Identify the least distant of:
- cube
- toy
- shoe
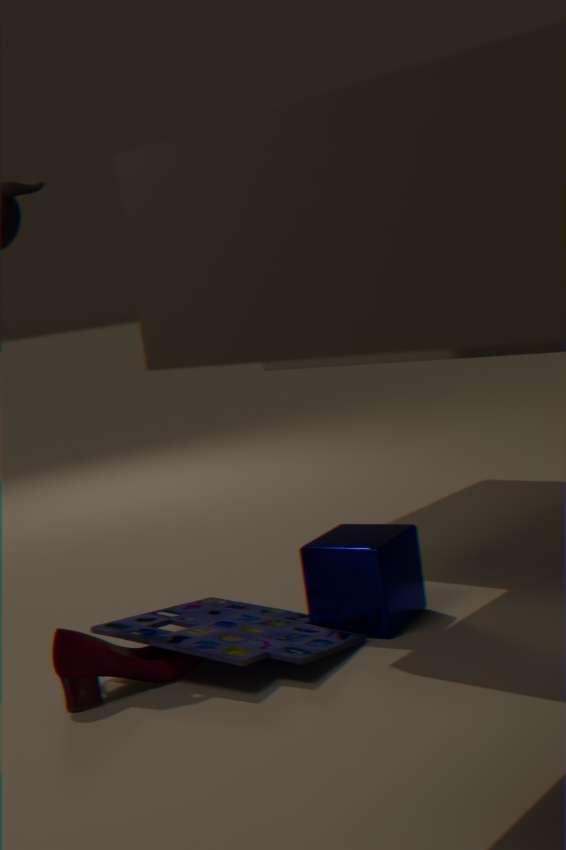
shoe
